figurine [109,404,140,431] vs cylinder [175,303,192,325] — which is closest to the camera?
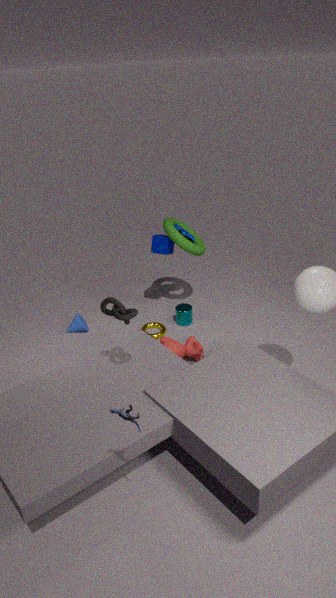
figurine [109,404,140,431]
